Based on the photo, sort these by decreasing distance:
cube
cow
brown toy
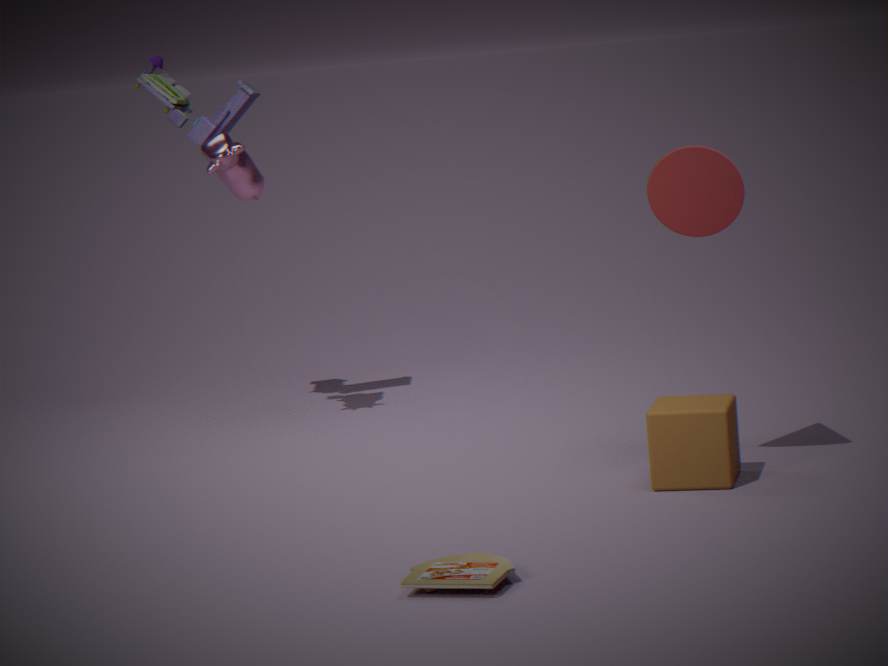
cow, cube, brown toy
